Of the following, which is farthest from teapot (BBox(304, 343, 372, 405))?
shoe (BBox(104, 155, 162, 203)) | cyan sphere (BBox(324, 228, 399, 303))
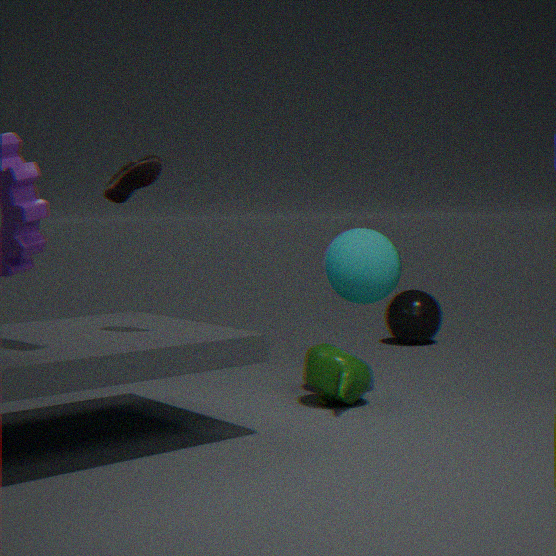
shoe (BBox(104, 155, 162, 203))
